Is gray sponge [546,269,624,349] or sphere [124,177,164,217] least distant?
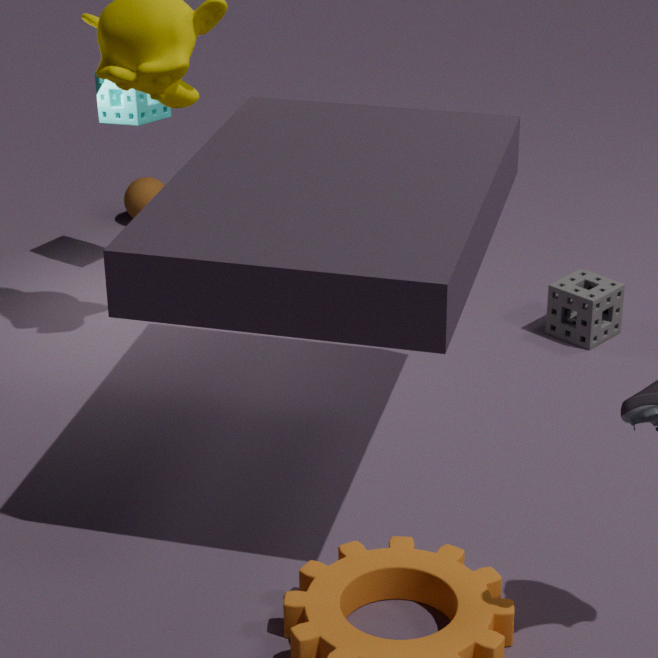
gray sponge [546,269,624,349]
